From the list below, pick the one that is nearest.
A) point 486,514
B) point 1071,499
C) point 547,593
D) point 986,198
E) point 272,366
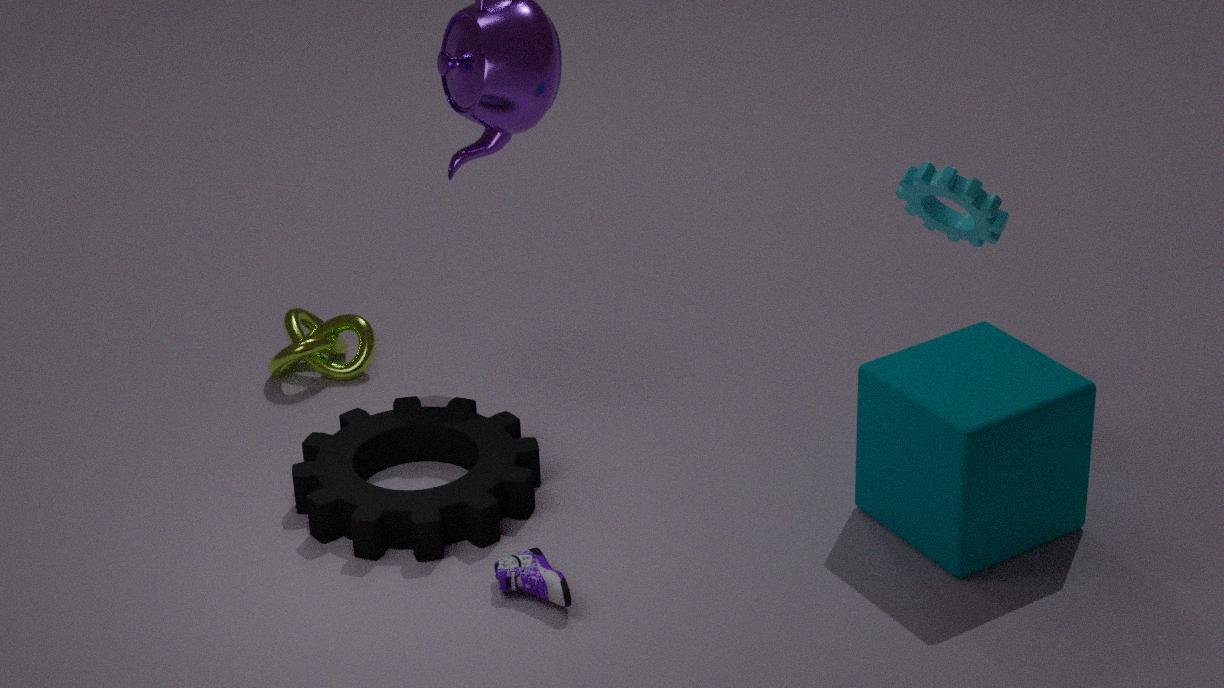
point 547,593
